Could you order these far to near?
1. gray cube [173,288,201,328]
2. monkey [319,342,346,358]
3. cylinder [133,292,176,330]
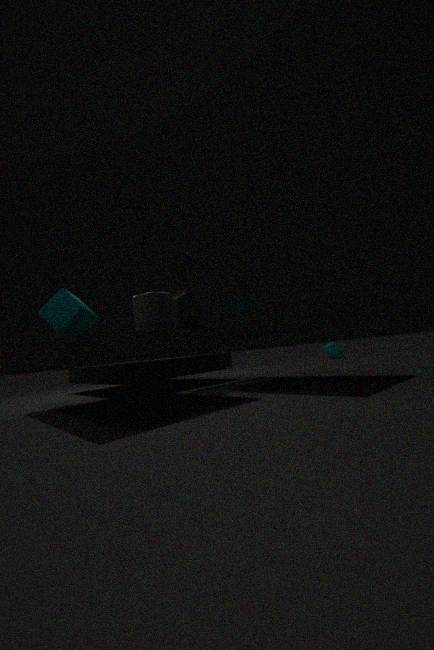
monkey [319,342,346,358], gray cube [173,288,201,328], cylinder [133,292,176,330]
